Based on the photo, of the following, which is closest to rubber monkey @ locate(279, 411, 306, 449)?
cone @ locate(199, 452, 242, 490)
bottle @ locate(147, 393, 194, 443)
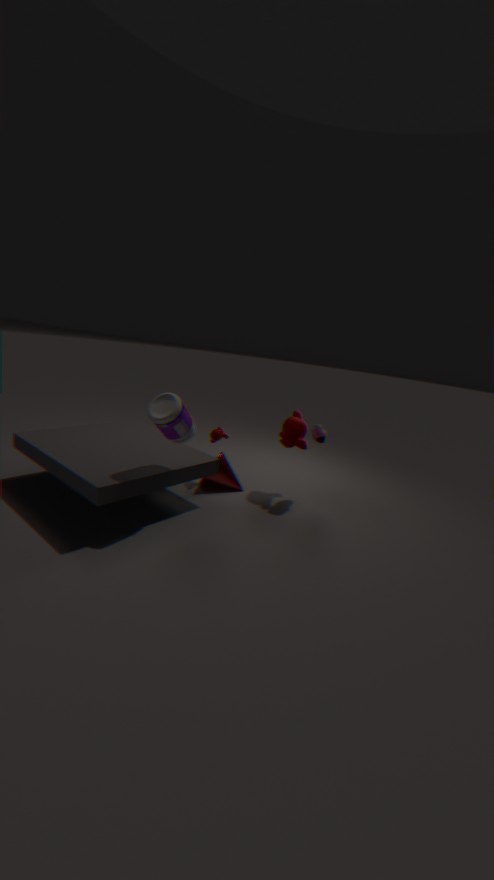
cone @ locate(199, 452, 242, 490)
